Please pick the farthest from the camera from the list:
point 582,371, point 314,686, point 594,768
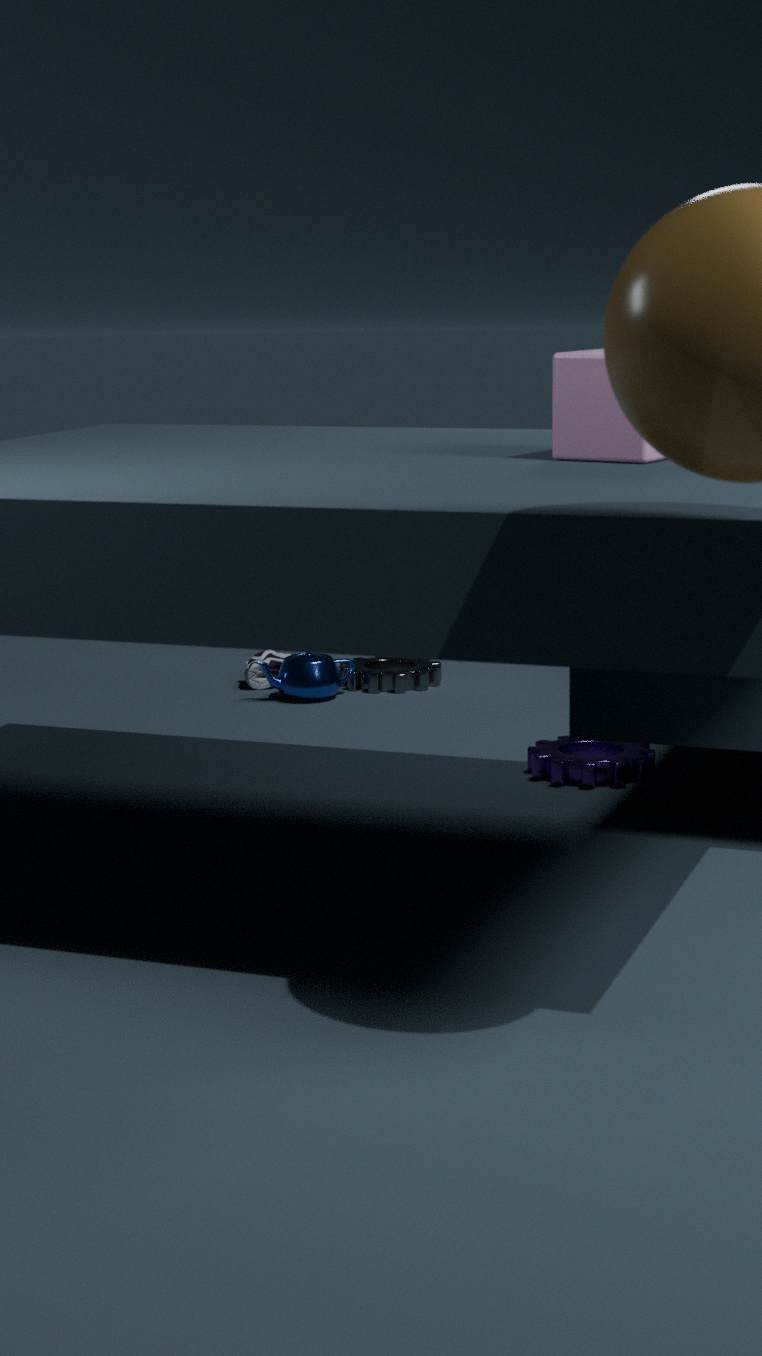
point 314,686
